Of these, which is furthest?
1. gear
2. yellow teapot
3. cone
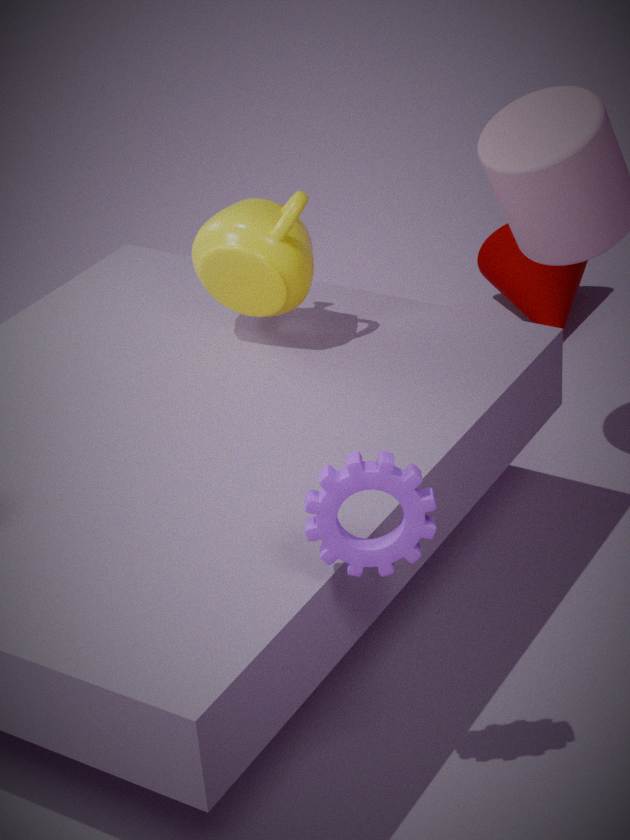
cone
